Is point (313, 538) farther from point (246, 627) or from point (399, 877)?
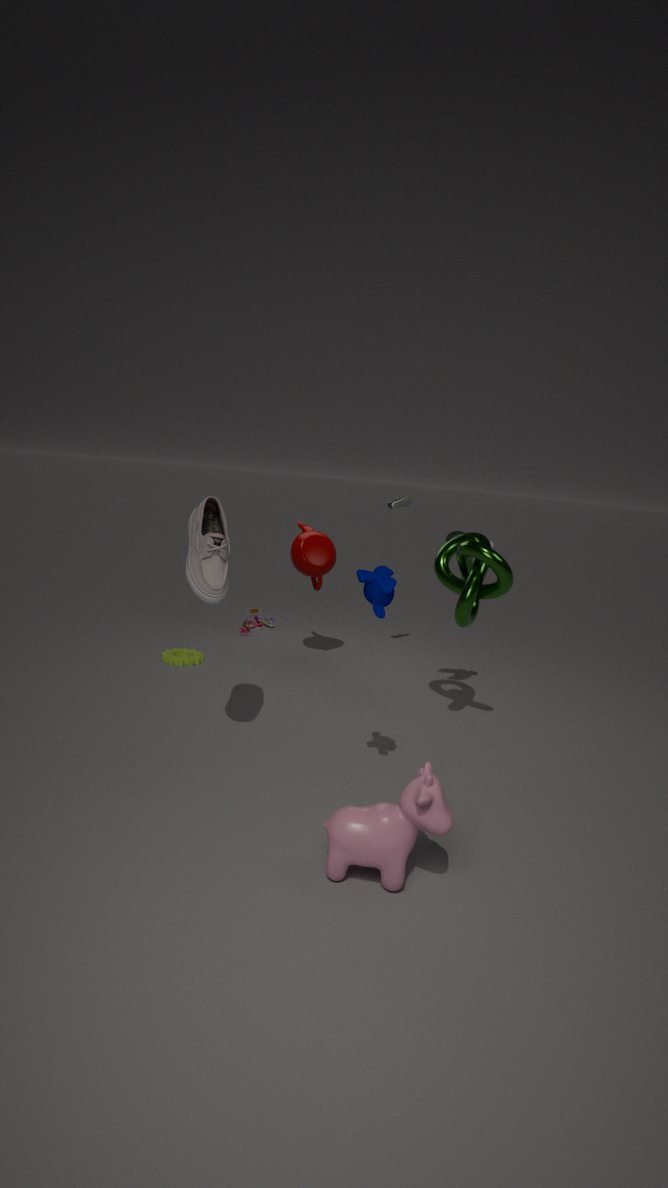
point (399, 877)
